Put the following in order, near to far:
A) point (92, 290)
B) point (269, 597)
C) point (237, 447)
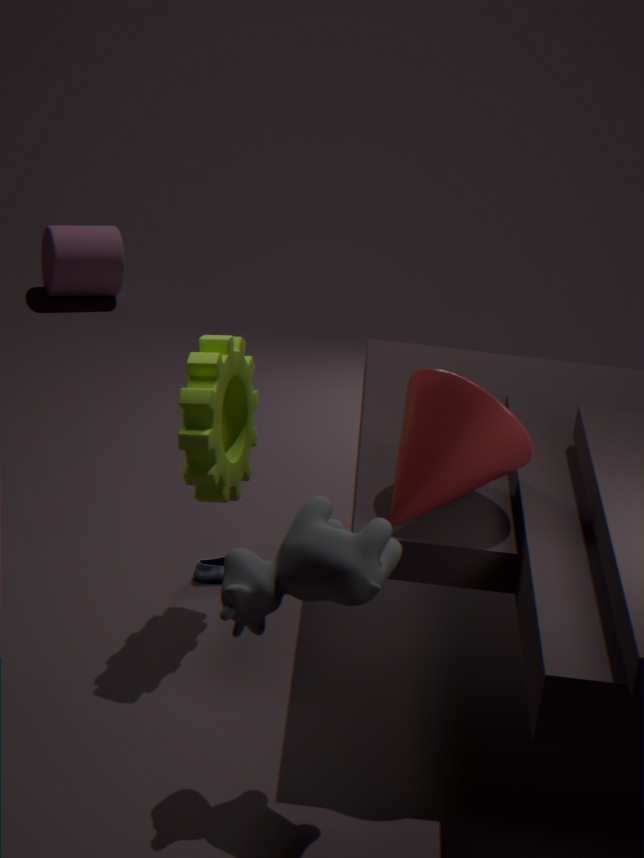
1. point (269, 597)
2. point (237, 447)
3. point (92, 290)
